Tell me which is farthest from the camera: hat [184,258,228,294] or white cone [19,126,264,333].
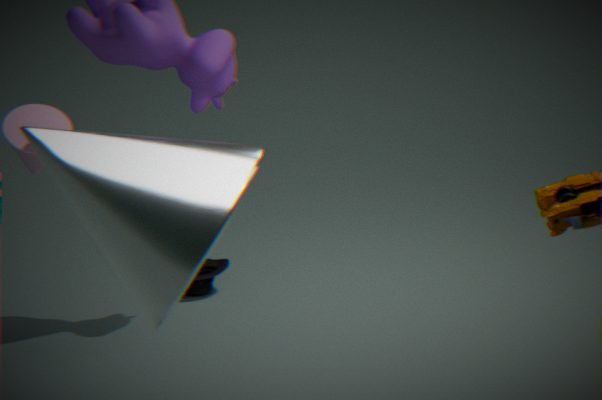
hat [184,258,228,294]
